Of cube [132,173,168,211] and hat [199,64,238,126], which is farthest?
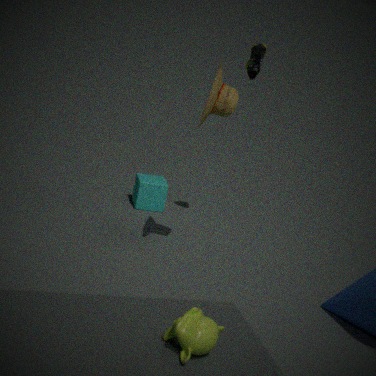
cube [132,173,168,211]
